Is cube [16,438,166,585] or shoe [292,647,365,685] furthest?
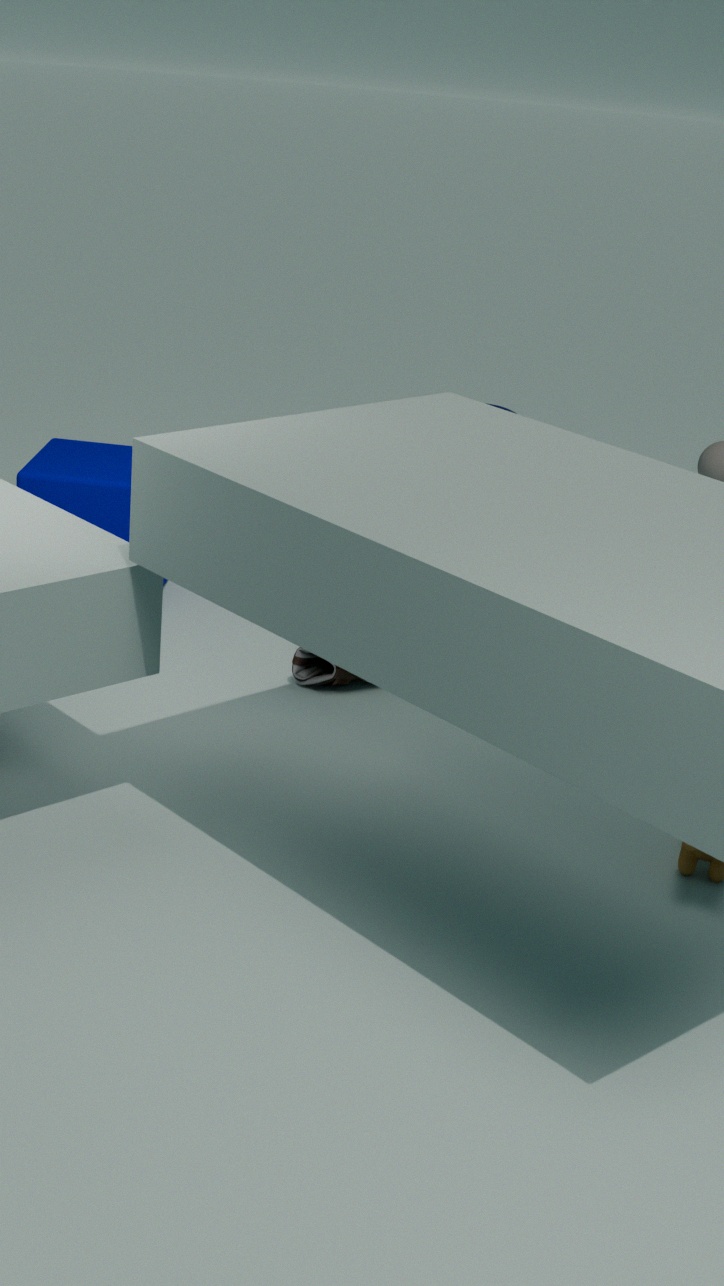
cube [16,438,166,585]
